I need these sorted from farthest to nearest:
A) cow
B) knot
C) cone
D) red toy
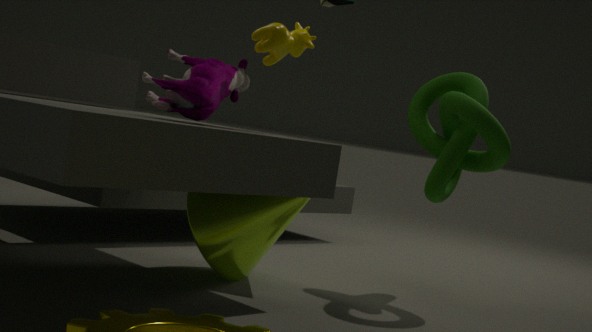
knot
cone
cow
red toy
